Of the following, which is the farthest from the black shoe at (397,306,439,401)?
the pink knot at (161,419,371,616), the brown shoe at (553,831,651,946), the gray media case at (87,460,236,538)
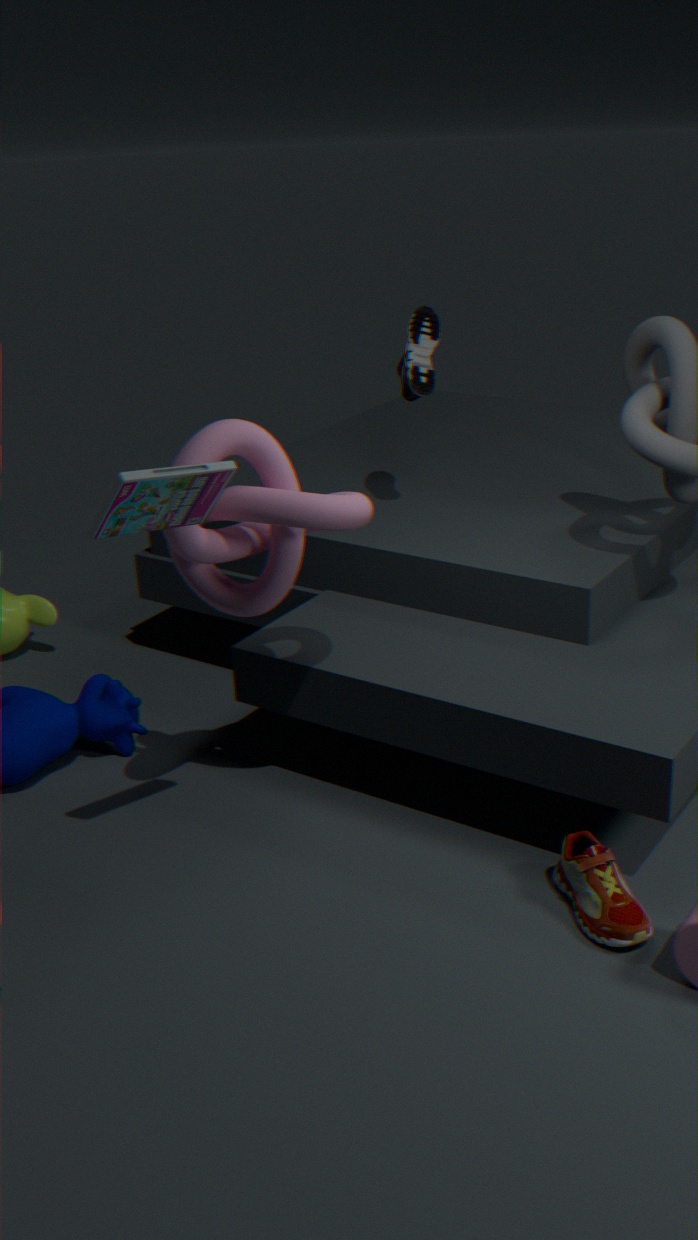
the brown shoe at (553,831,651,946)
